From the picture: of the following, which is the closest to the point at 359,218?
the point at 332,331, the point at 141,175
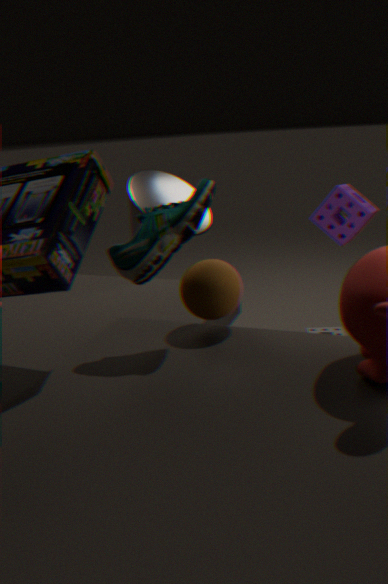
the point at 332,331
